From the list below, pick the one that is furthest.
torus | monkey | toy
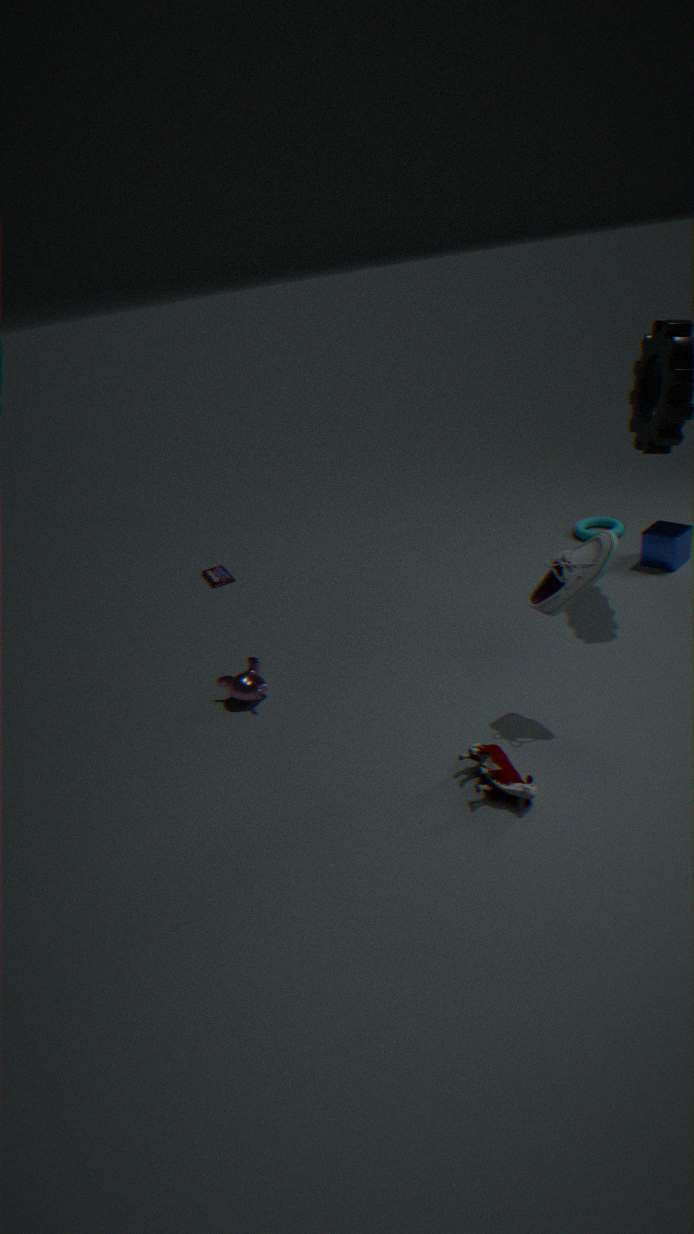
torus
